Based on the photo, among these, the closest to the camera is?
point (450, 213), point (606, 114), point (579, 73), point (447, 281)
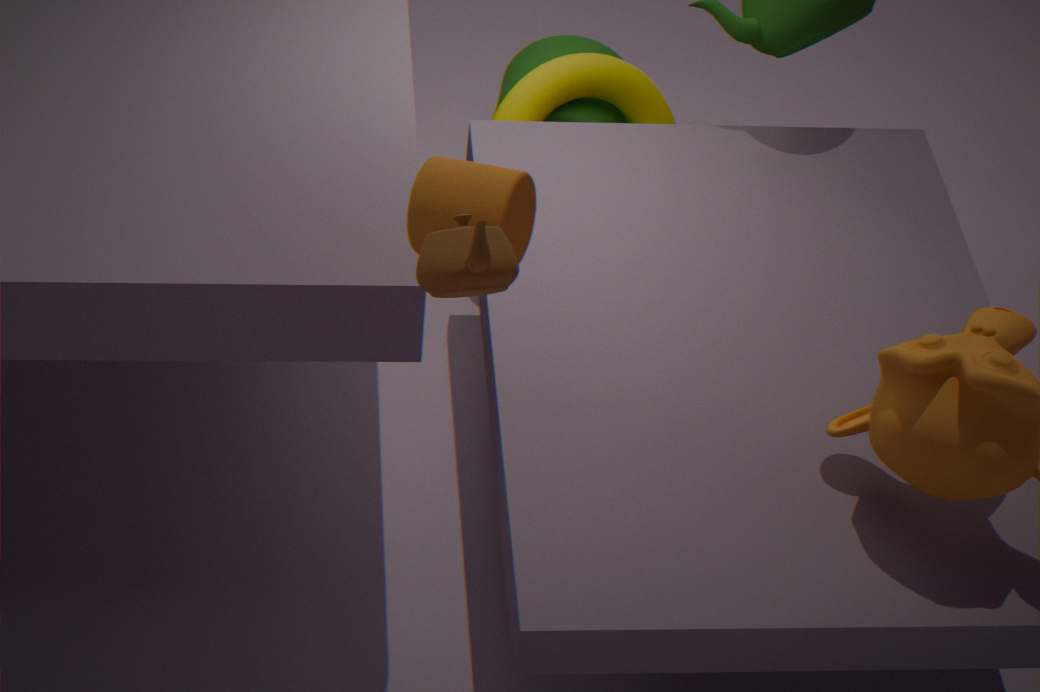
point (447, 281)
